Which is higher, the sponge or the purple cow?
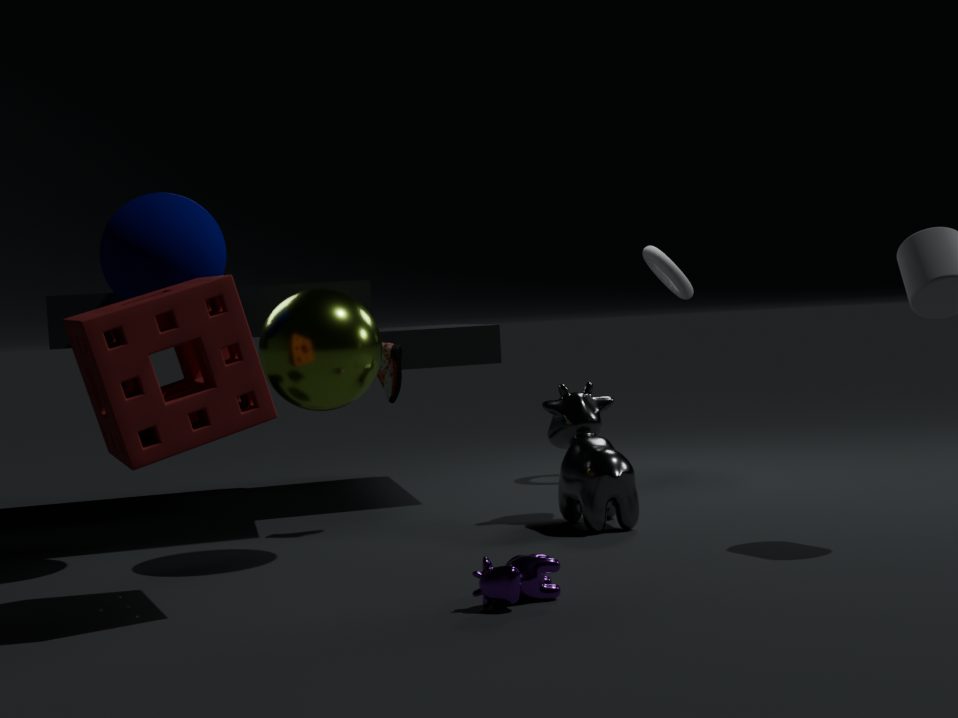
the sponge
